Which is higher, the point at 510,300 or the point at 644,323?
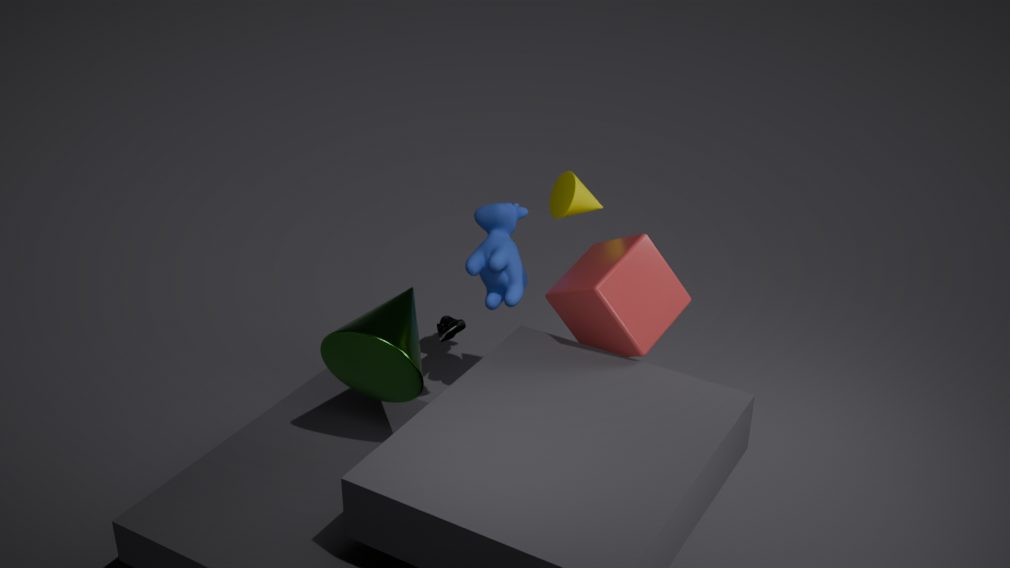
the point at 644,323
